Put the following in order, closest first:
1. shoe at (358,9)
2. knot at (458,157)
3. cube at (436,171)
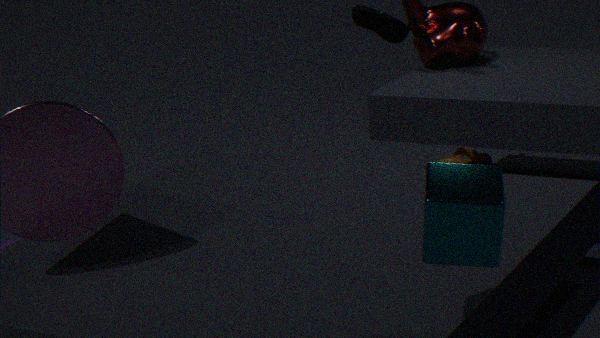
Answer: cube at (436,171) → shoe at (358,9) → knot at (458,157)
